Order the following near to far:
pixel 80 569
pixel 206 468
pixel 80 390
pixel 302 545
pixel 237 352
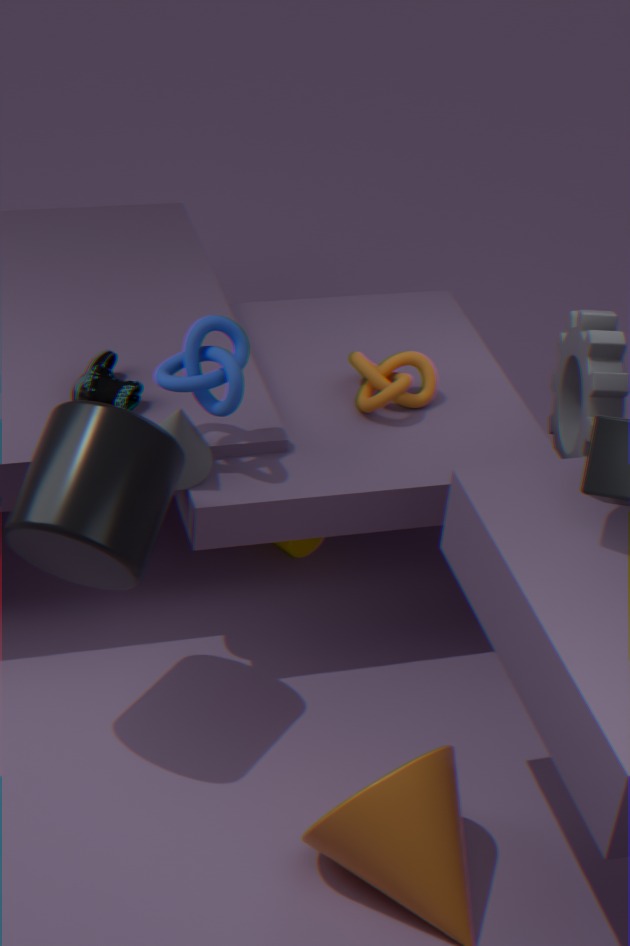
pixel 80 569 < pixel 237 352 < pixel 206 468 < pixel 80 390 < pixel 302 545
